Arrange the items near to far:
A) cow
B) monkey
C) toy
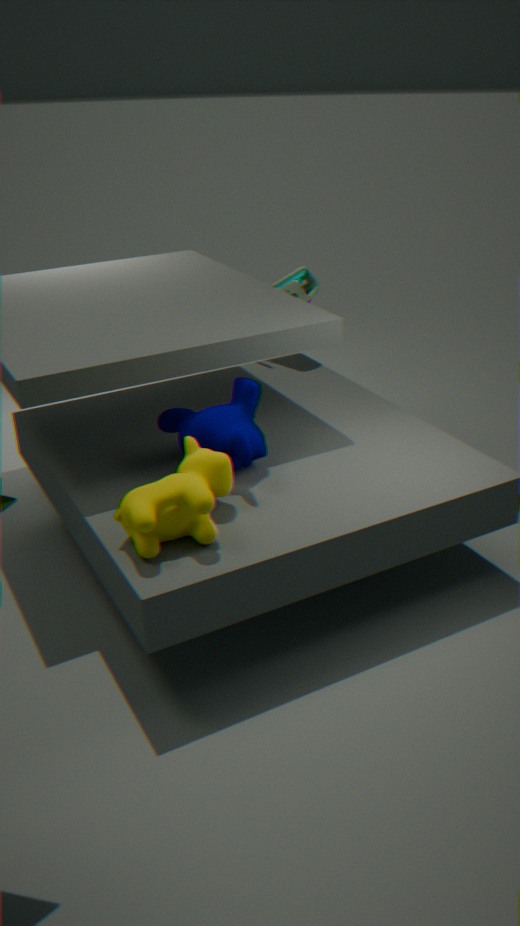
cow < monkey < toy
